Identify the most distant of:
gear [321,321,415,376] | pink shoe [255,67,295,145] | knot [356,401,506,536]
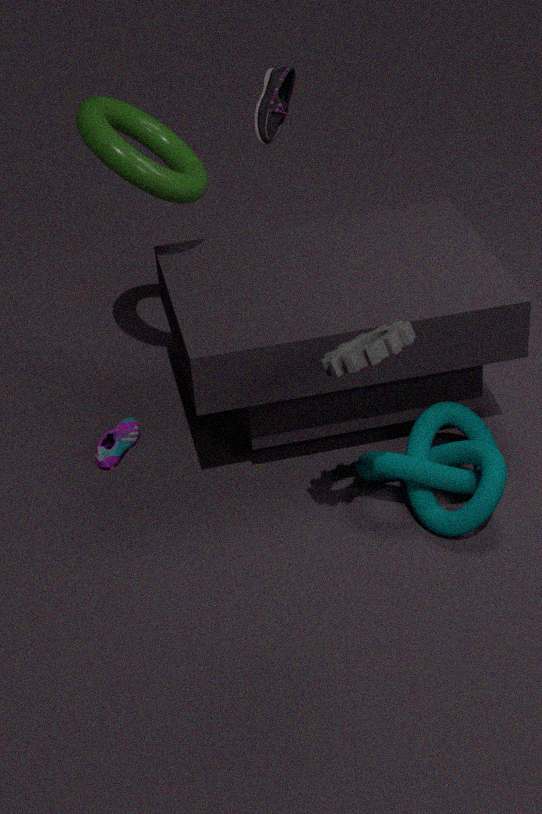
pink shoe [255,67,295,145]
